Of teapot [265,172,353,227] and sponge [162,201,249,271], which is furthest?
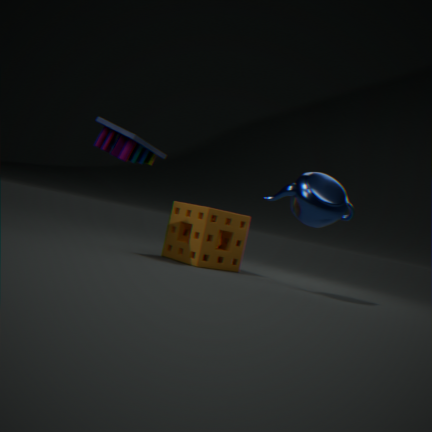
sponge [162,201,249,271]
